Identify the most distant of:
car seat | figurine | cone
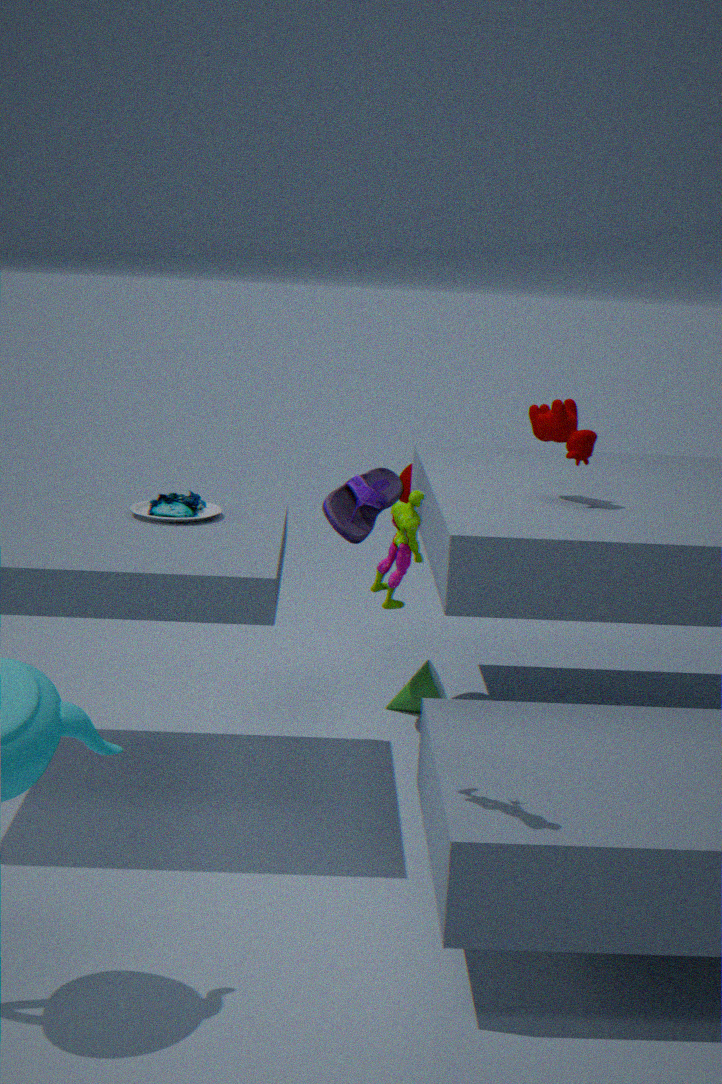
cone
